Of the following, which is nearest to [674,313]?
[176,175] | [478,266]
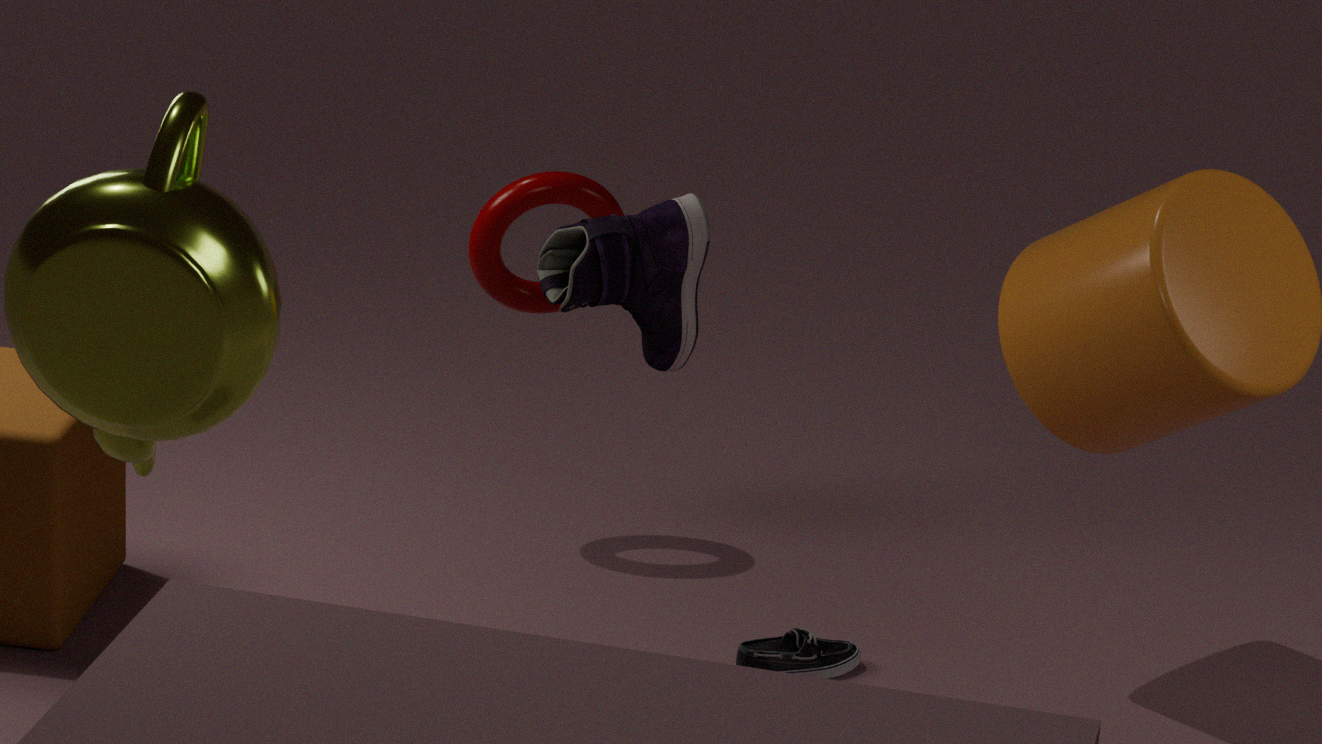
[478,266]
